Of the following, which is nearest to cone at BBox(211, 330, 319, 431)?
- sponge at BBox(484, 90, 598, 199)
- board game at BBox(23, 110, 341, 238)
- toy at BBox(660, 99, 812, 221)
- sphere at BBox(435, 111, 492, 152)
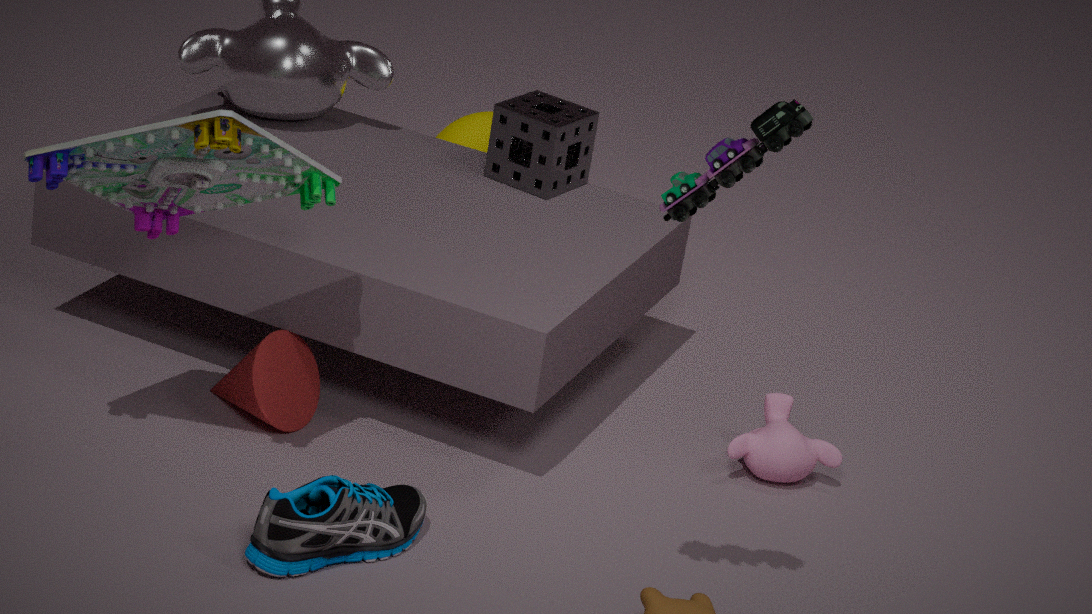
board game at BBox(23, 110, 341, 238)
